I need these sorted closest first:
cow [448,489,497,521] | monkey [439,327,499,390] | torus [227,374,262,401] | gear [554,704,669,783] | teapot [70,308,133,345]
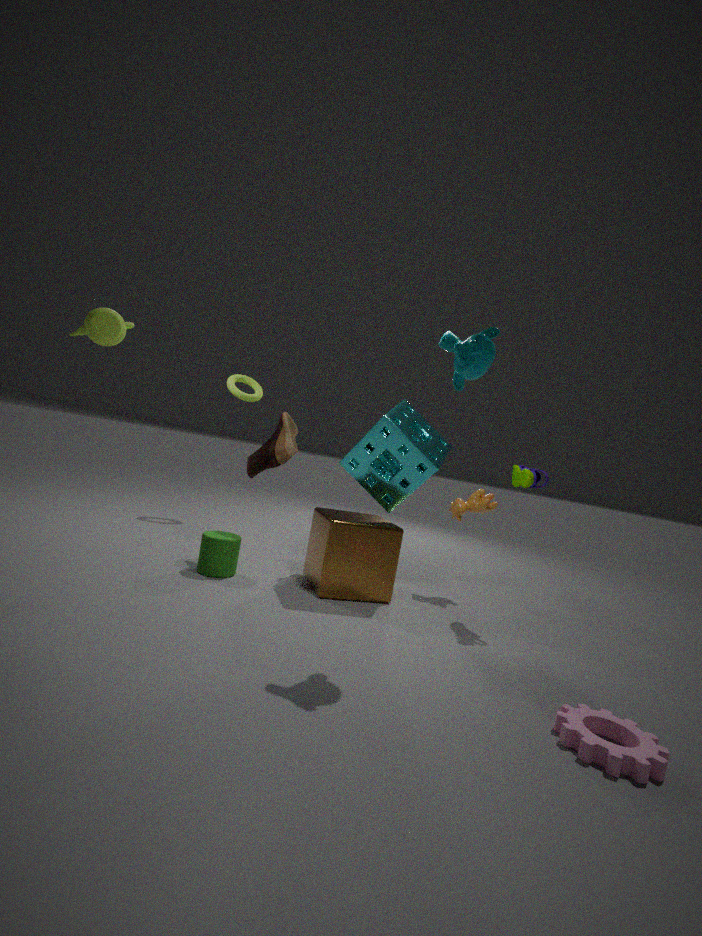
gear [554,704,669,783] → monkey [439,327,499,390] → teapot [70,308,133,345] → cow [448,489,497,521] → torus [227,374,262,401]
